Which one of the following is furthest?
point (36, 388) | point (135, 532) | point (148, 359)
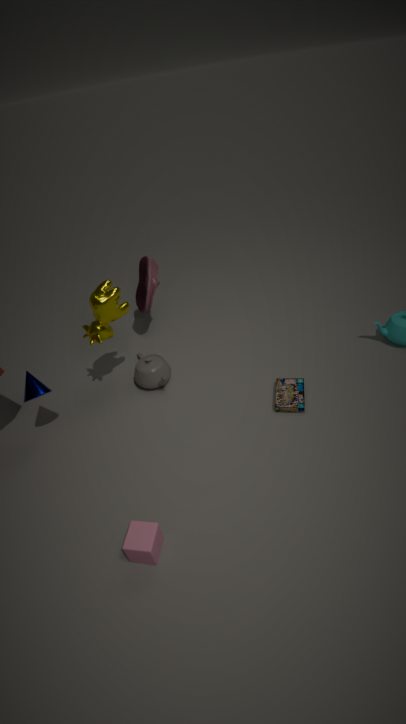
point (148, 359)
